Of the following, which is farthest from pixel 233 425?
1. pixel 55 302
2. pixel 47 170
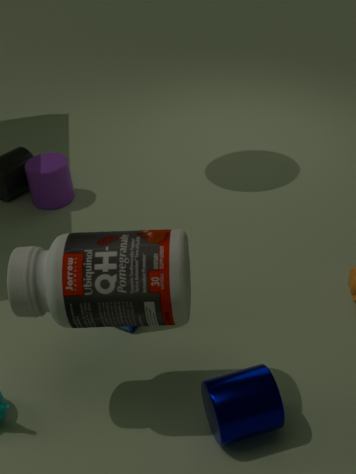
pixel 47 170
